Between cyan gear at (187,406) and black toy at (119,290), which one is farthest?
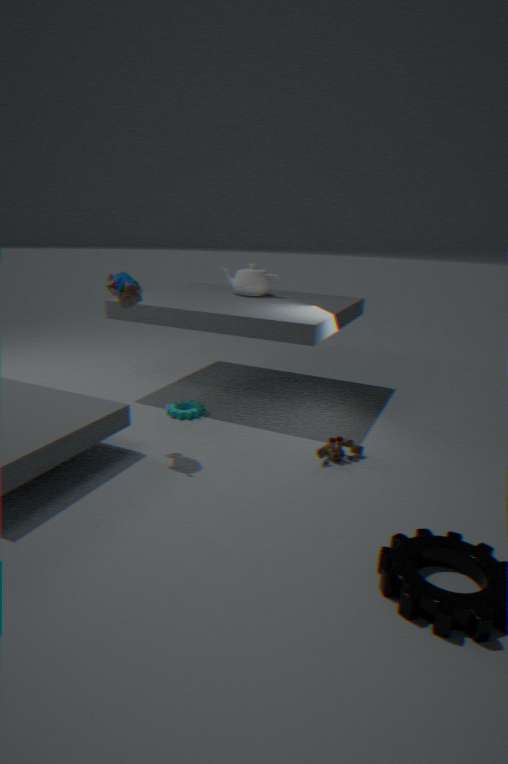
cyan gear at (187,406)
